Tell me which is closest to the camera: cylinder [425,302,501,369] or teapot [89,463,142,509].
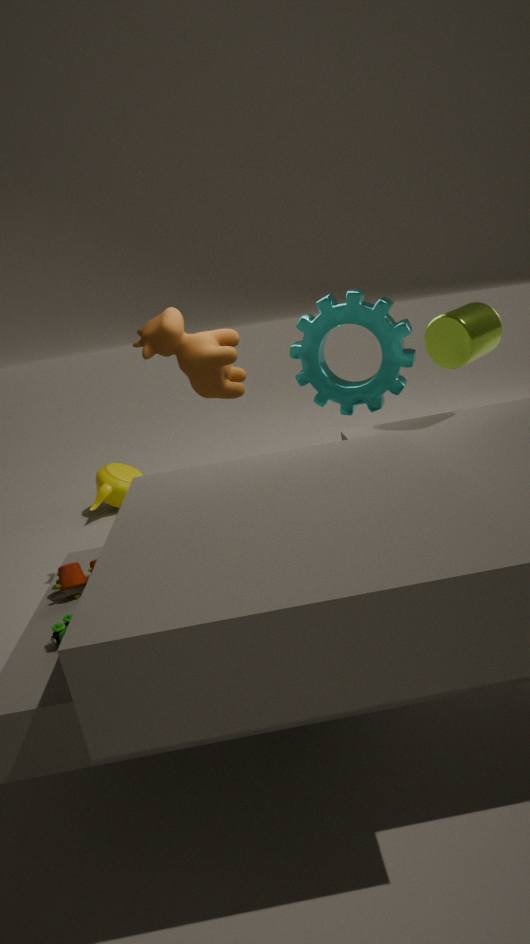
cylinder [425,302,501,369]
